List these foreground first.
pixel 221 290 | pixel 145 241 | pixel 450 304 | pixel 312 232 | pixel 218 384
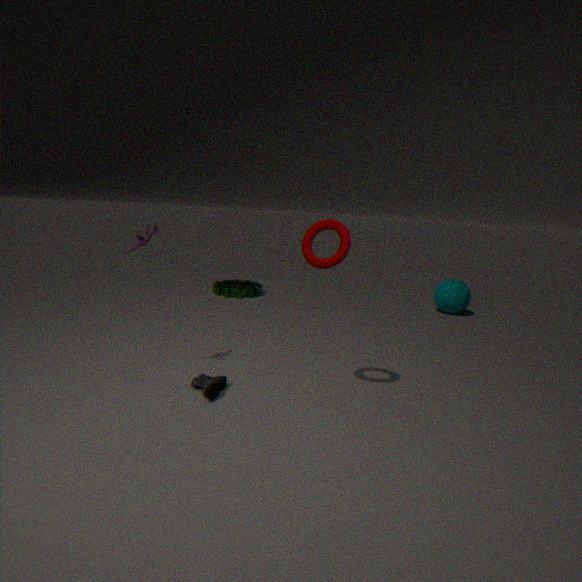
pixel 312 232 → pixel 218 384 → pixel 145 241 → pixel 450 304 → pixel 221 290
